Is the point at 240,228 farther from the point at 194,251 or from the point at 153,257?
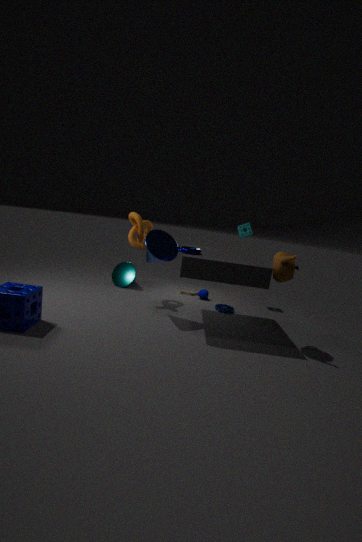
the point at 153,257
